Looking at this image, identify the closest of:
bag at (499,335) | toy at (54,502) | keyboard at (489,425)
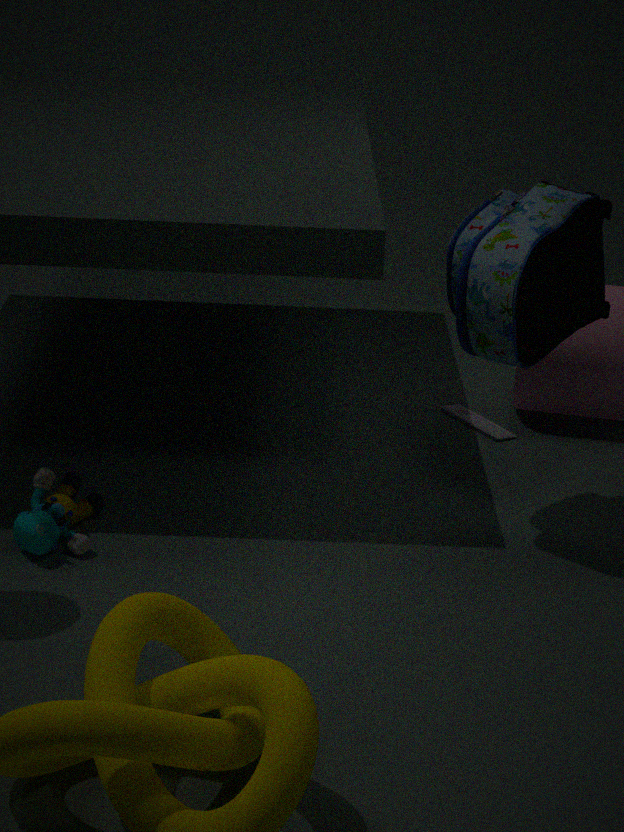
bag at (499,335)
